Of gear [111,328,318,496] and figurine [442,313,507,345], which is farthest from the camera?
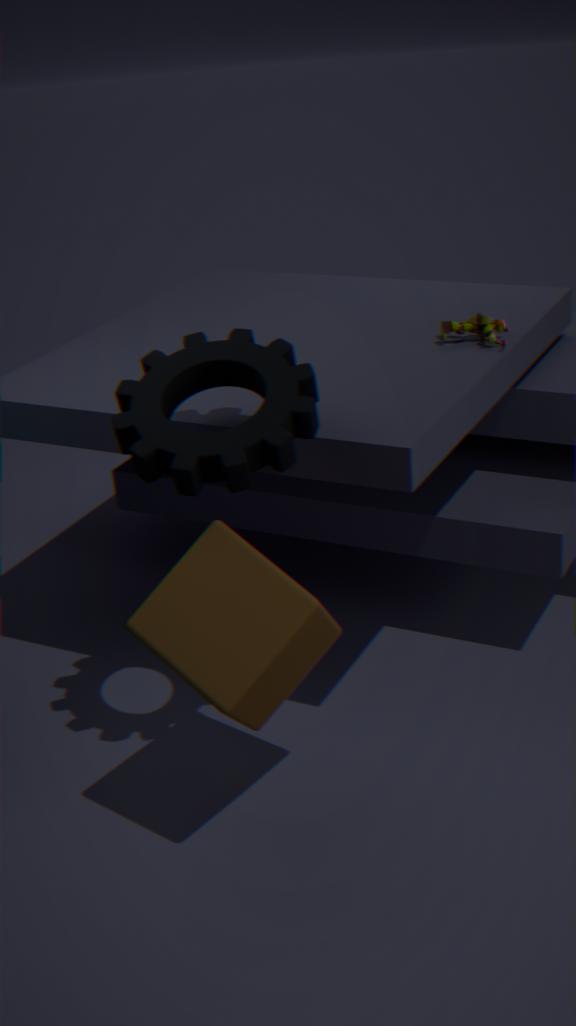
figurine [442,313,507,345]
